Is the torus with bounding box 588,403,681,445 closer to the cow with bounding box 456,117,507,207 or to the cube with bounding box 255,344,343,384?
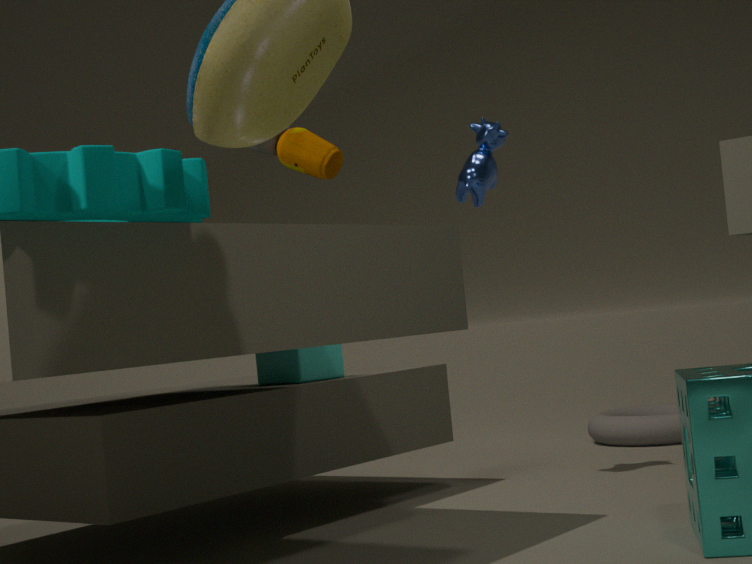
the cow with bounding box 456,117,507,207
